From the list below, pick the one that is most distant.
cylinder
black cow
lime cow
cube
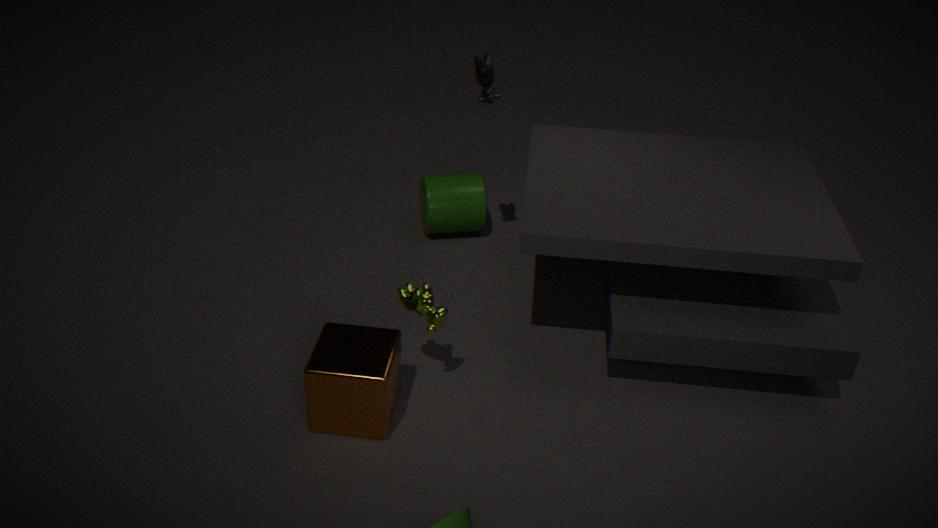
cylinder
